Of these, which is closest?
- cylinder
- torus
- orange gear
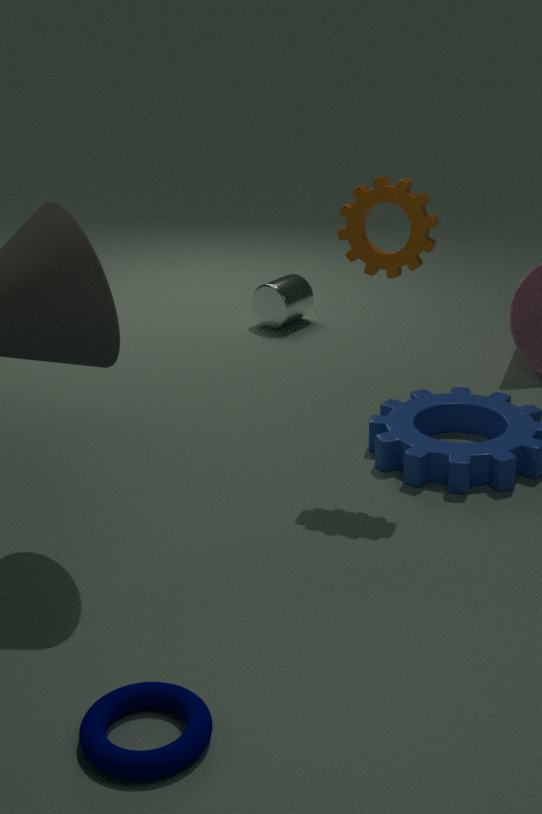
torus
